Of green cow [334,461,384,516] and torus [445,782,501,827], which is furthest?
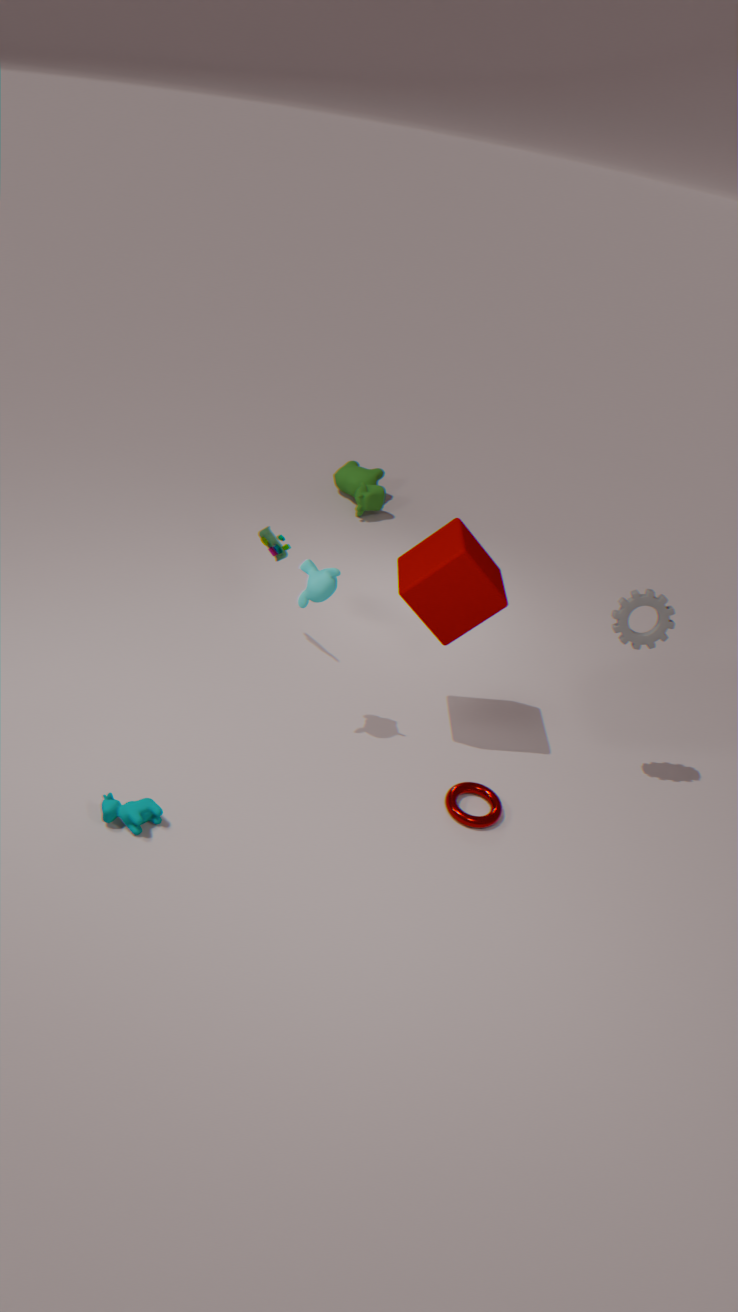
green cow [334,461,384,516]
